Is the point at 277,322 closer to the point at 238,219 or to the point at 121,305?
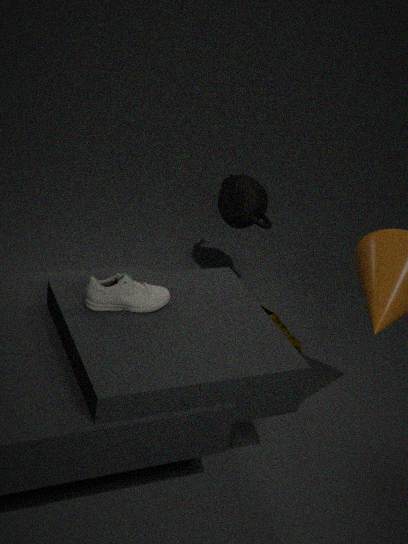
the point at 238,219
